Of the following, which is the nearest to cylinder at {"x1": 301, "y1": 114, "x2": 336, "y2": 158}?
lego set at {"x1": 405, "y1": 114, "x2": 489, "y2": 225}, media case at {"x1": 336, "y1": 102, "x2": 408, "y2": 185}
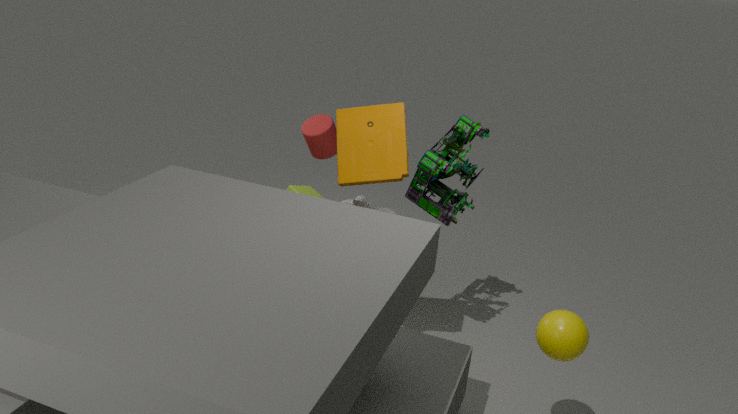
lego set at {"x1": 405, "y1": 114, "x2": 489, "y2": 225}
